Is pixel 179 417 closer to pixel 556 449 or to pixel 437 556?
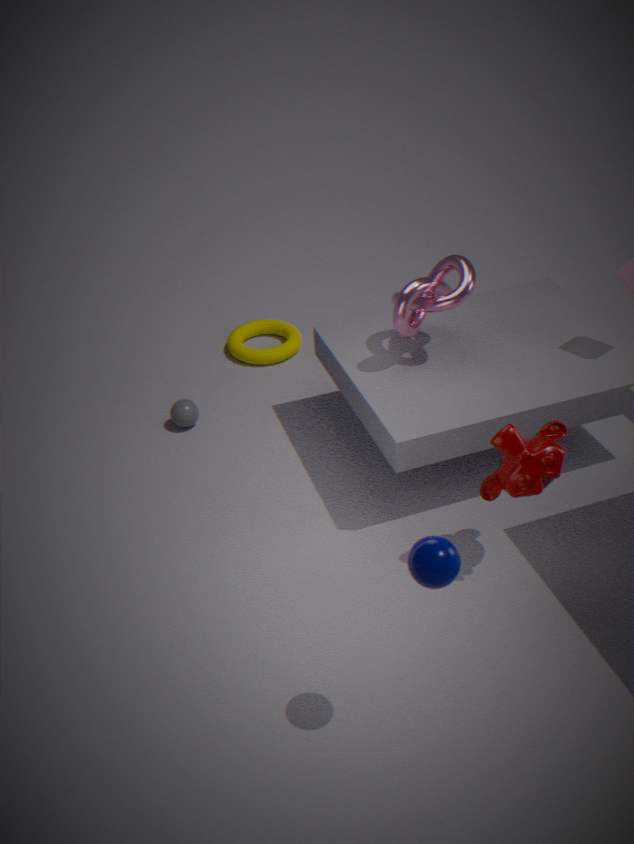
pixel 556 449
